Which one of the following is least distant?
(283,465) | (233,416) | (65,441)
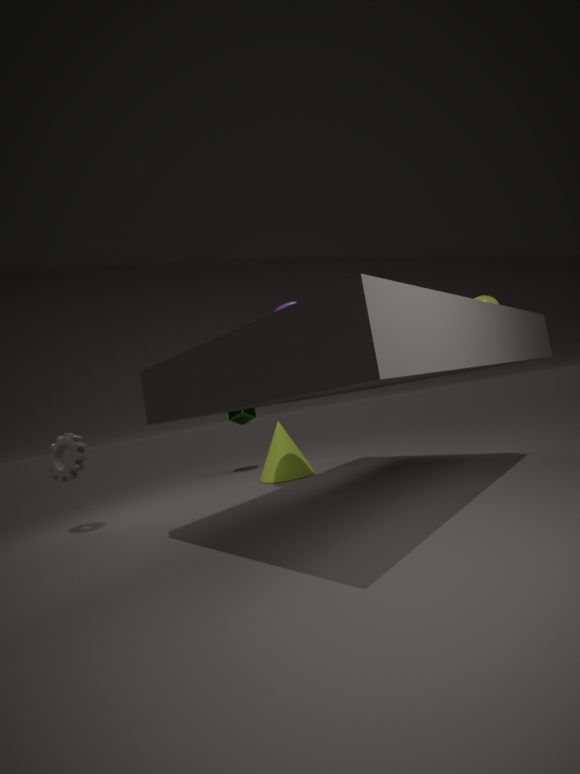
(65,441)
